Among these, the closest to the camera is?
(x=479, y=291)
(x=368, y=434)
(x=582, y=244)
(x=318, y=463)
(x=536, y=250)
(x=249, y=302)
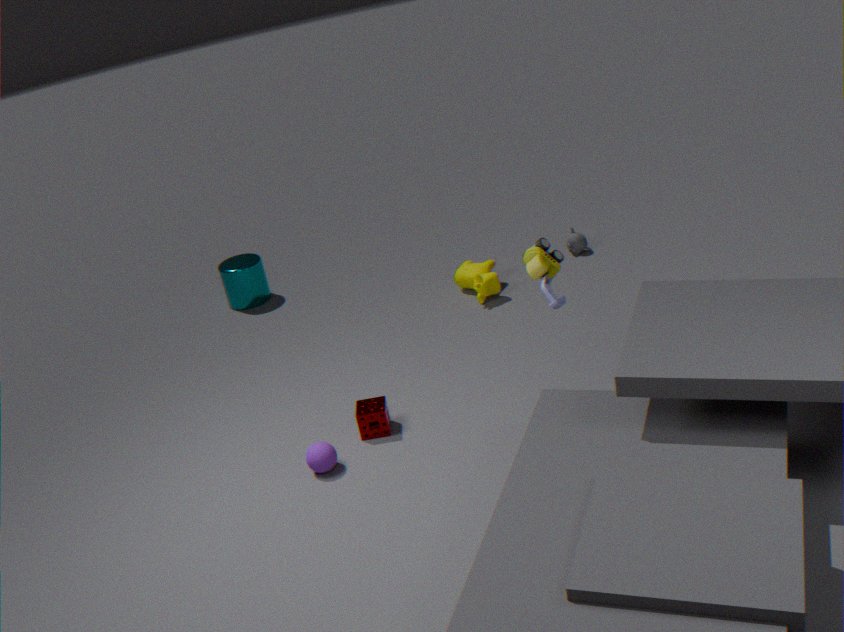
(x=536, y=250)
